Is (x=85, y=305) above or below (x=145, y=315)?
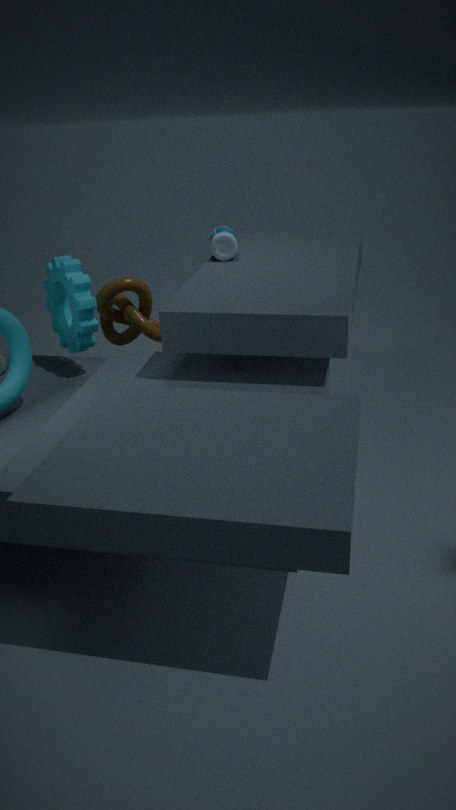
above
